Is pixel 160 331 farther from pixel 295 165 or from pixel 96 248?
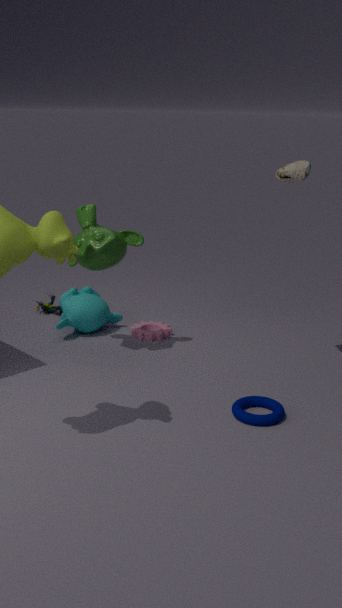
pixel 295 165
